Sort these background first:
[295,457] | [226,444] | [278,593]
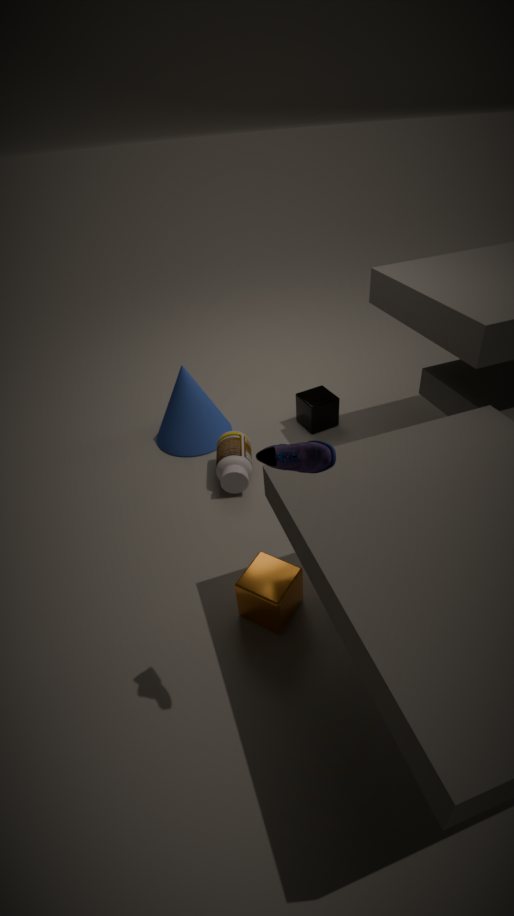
[226,444] < [278,593] < [295,457]
